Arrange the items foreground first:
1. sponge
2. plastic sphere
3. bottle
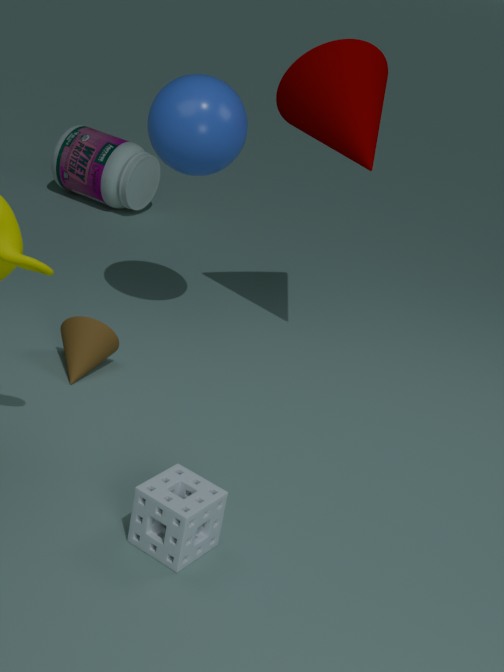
1. sponge
2. plastic sphere
3. bottle
